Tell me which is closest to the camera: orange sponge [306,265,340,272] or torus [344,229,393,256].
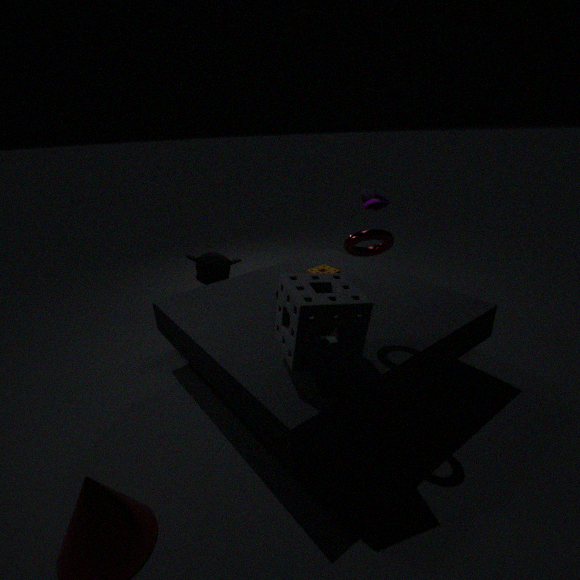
torus [344,229,393,256]
